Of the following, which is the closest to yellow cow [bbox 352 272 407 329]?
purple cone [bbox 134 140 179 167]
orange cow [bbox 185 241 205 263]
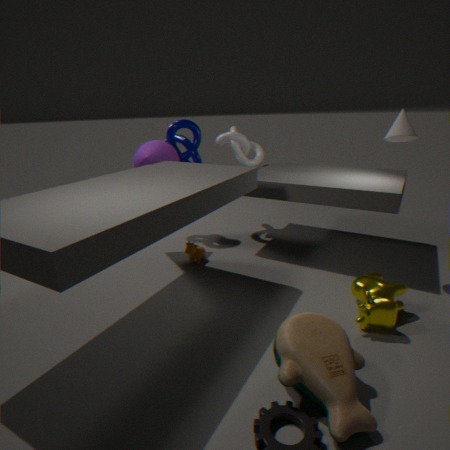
orange cow [bbox 185 241 205 263]
